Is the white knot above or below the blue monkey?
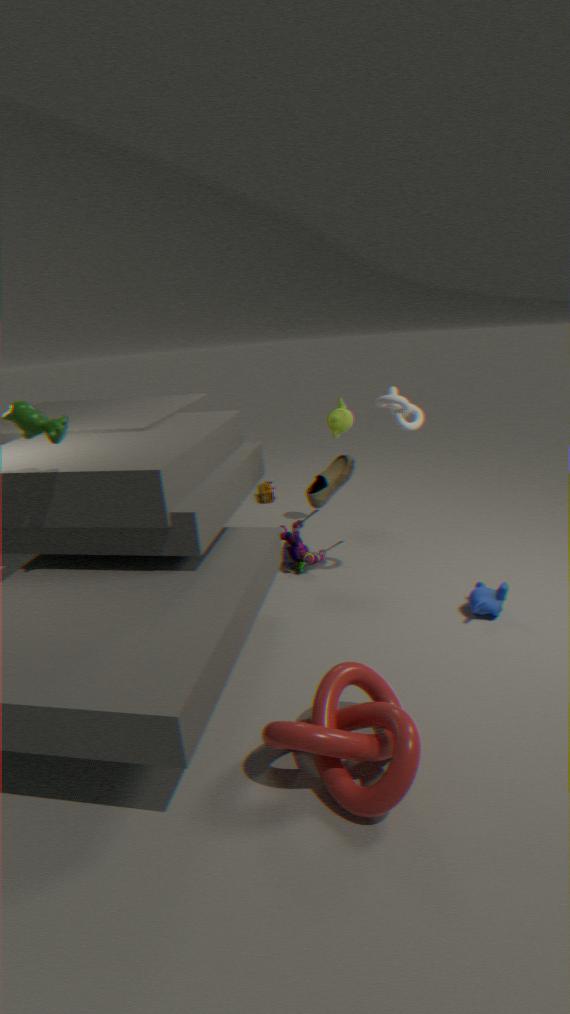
above
